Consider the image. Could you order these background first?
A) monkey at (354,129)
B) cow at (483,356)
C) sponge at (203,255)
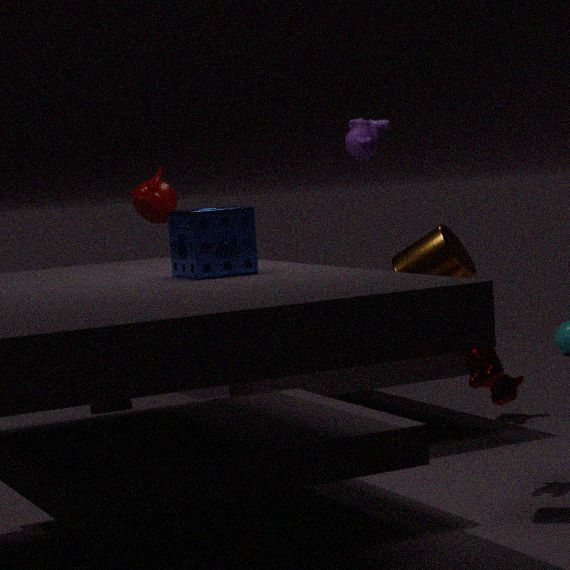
monkey at (354,129) → cow at (483,356) → sponge at (203,255)
